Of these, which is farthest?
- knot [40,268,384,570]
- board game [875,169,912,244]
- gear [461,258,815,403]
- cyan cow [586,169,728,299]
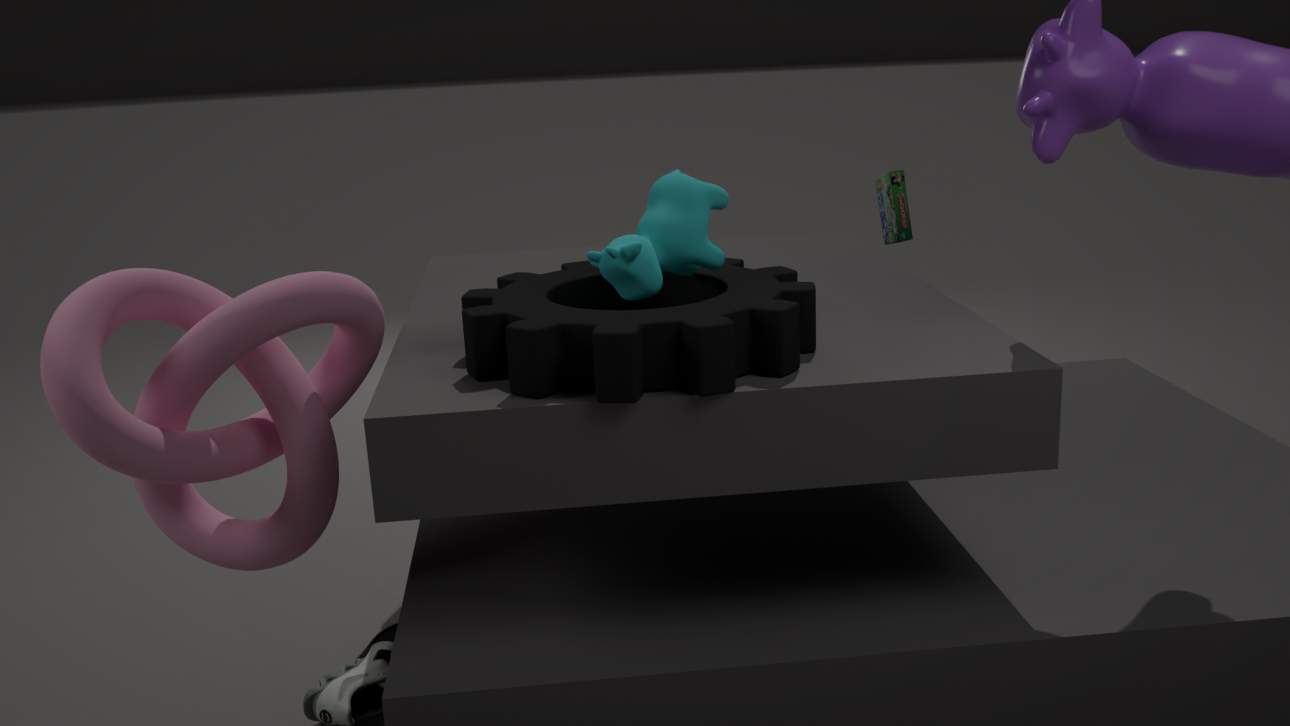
board game [875,169,912,244]
